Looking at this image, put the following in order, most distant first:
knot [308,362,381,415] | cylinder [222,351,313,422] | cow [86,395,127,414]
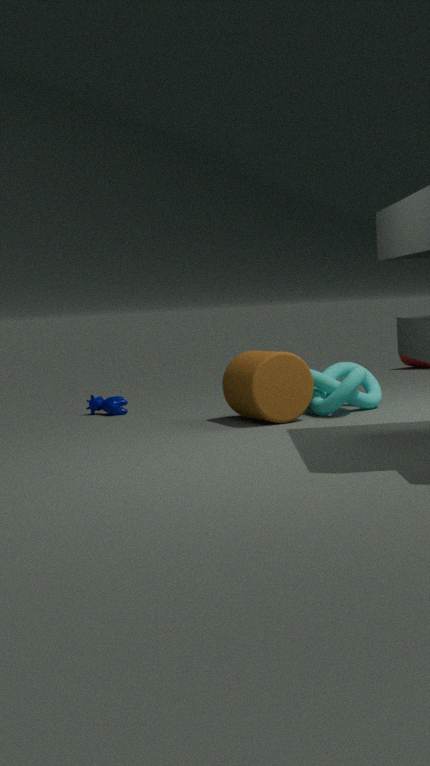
cow [86,395,127,414]
knot [308,362,381,415]
cylinder [222,351,313,422]
